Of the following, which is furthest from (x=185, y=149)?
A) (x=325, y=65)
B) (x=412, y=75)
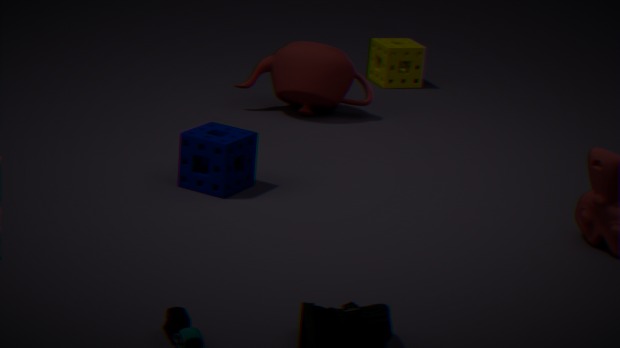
(x=412, y=75)
